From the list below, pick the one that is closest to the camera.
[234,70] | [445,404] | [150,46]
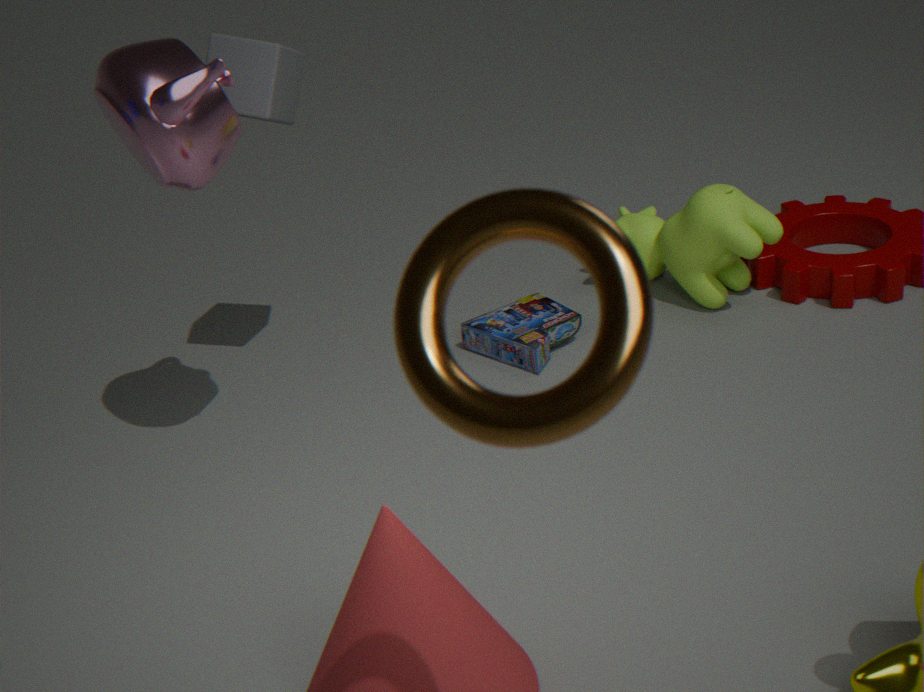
[445,404]
